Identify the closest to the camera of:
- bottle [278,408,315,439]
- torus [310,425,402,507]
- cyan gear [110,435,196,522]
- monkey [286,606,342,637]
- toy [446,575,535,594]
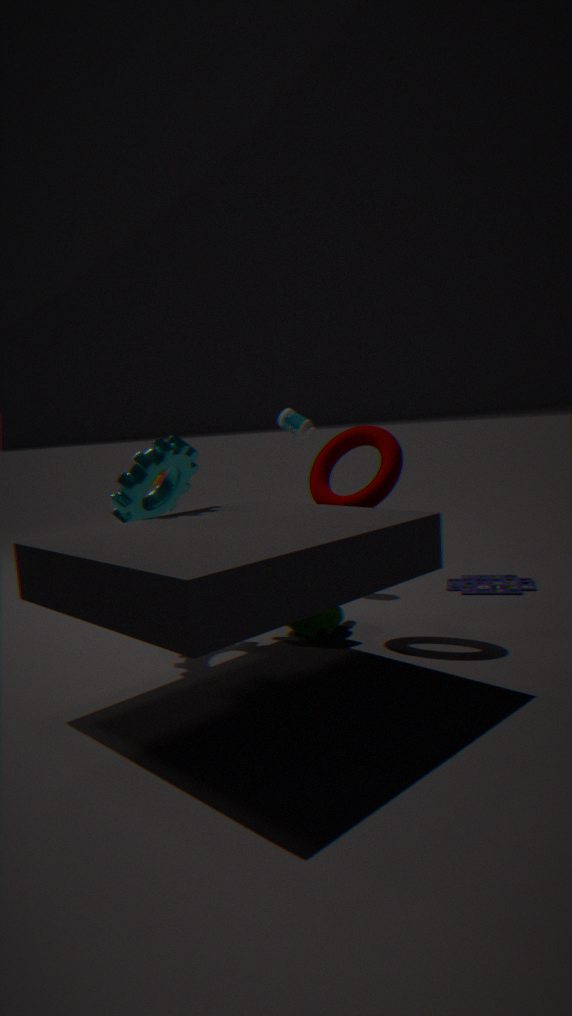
cyan gear [110,435,196,522]
